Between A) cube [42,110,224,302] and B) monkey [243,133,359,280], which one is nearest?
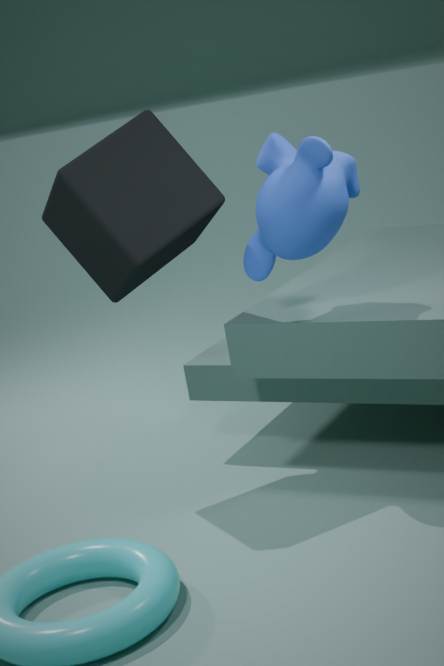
B. monkey [243,133,359,280]
